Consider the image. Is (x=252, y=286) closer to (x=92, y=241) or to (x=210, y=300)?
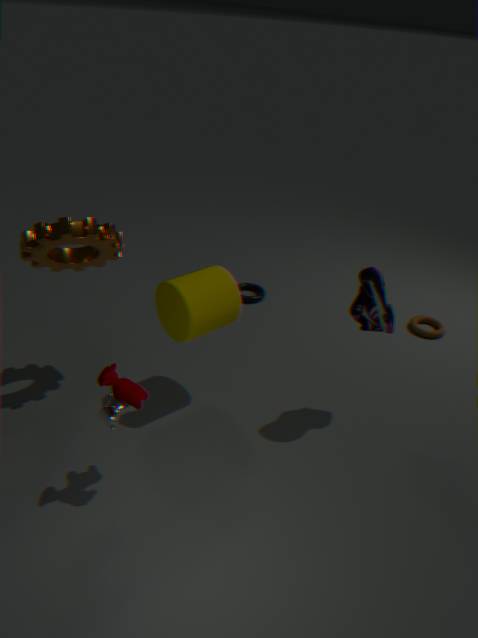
(x=210, y=300)
